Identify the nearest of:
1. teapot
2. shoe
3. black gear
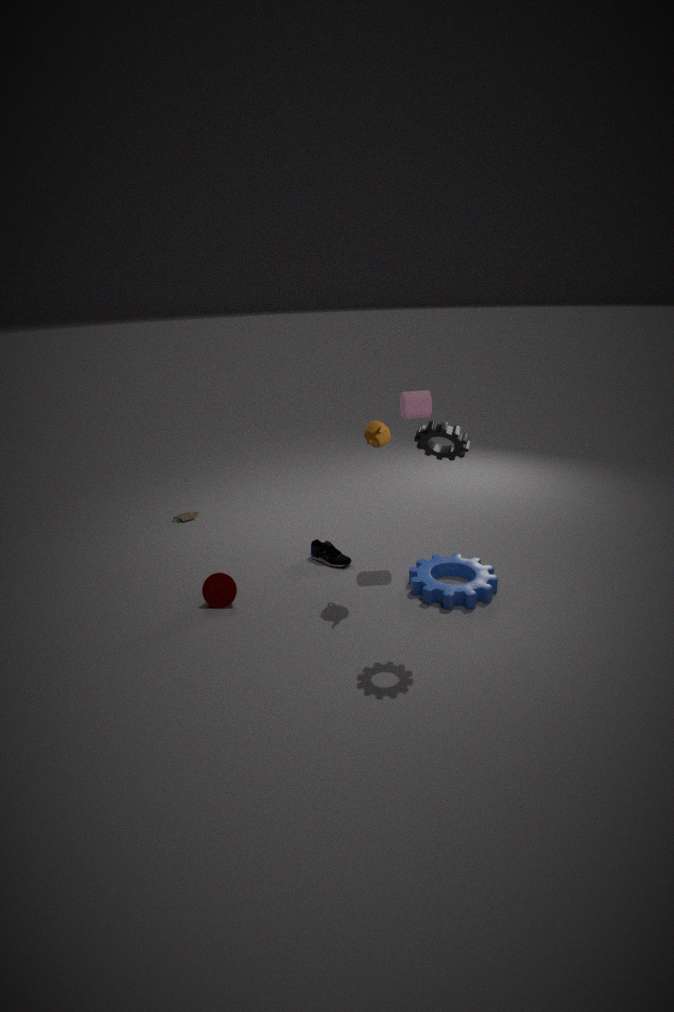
black gear
